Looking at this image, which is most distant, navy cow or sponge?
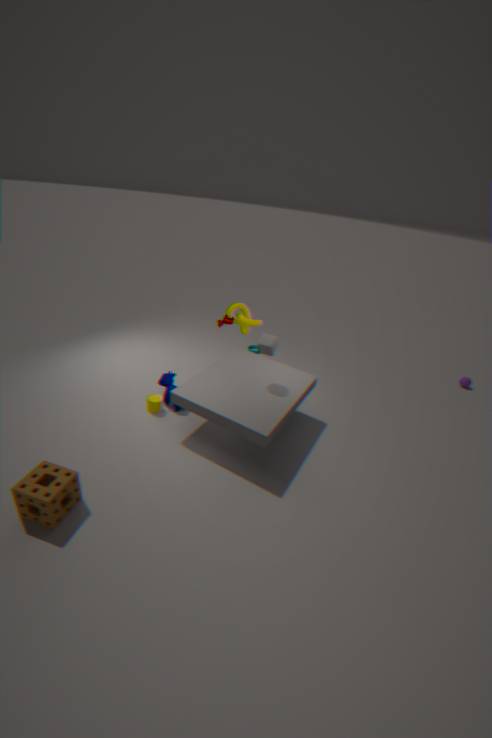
navy cow
